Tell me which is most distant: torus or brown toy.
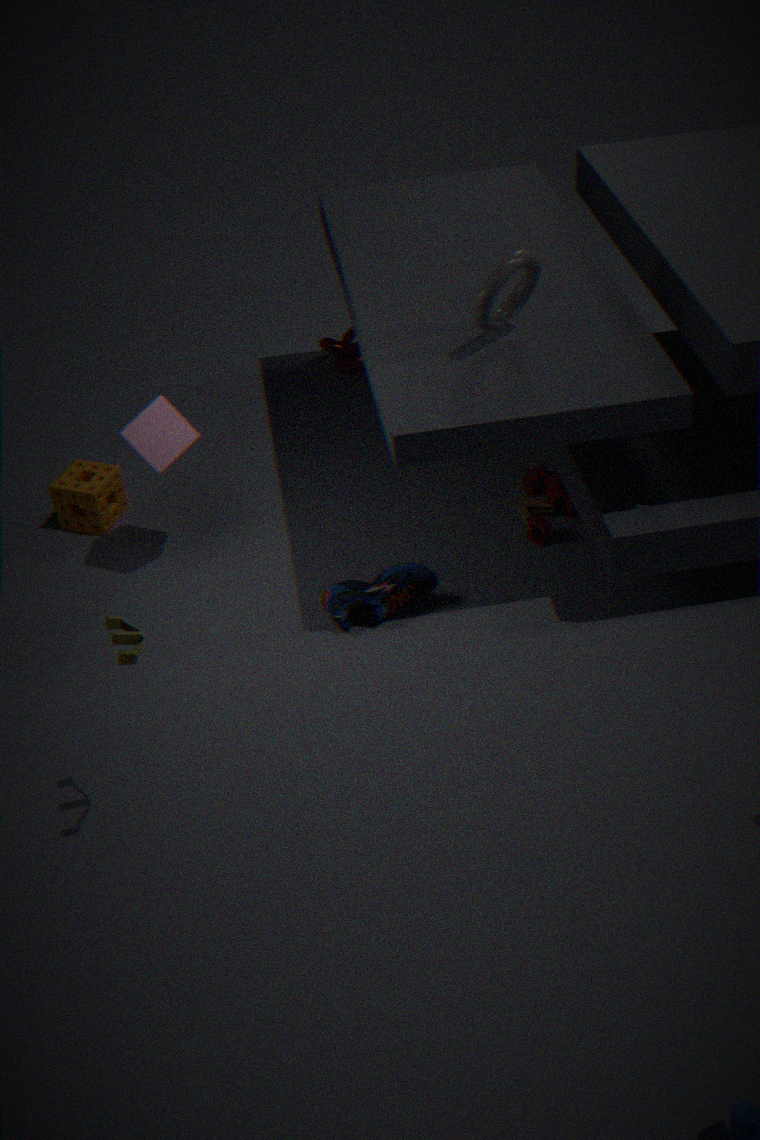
torus
